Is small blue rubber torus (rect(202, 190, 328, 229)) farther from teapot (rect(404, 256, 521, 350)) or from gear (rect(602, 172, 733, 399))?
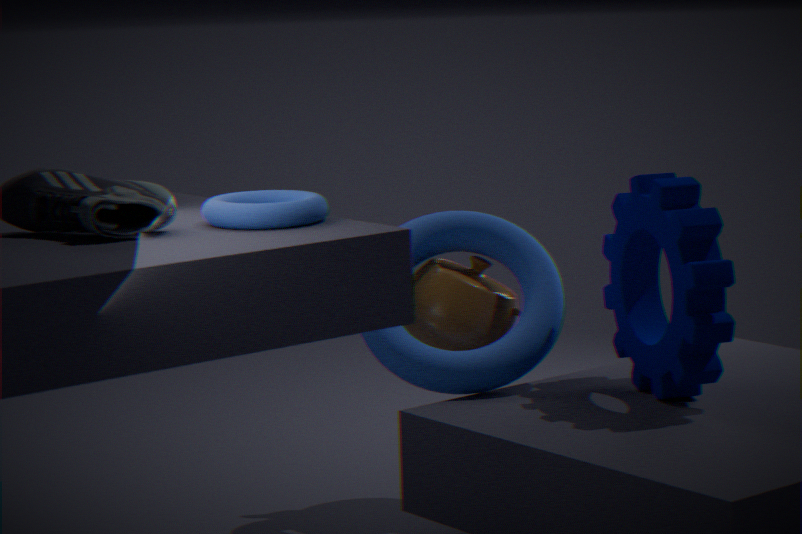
gear (rect(602, 172, 733, 399))
